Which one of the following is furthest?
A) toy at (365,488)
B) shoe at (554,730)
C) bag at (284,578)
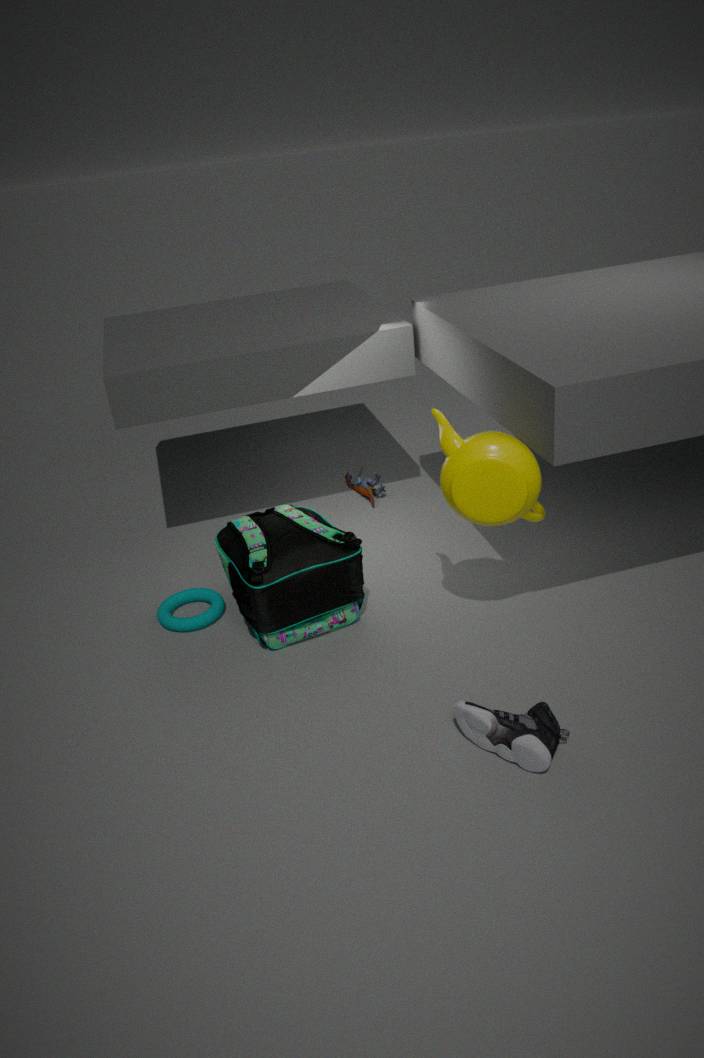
toy at (365,488)
